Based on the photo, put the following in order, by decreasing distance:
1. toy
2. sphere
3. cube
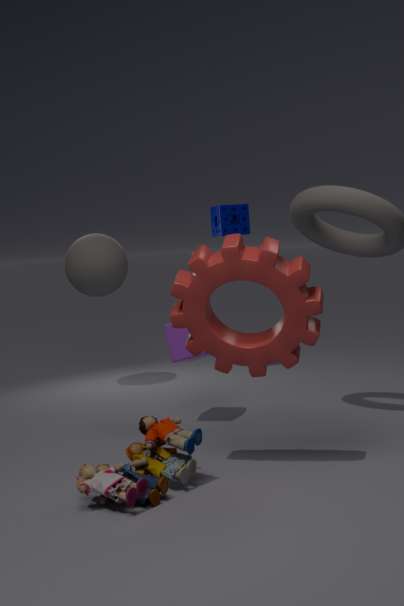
sphere → cube → toy
